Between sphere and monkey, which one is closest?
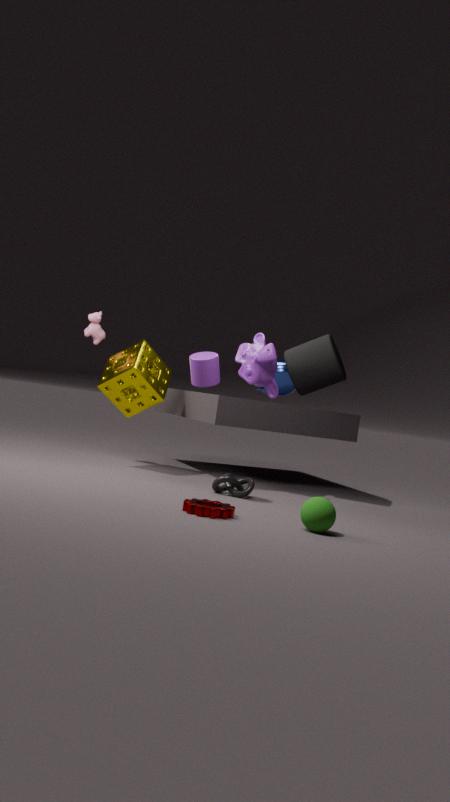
sphere
